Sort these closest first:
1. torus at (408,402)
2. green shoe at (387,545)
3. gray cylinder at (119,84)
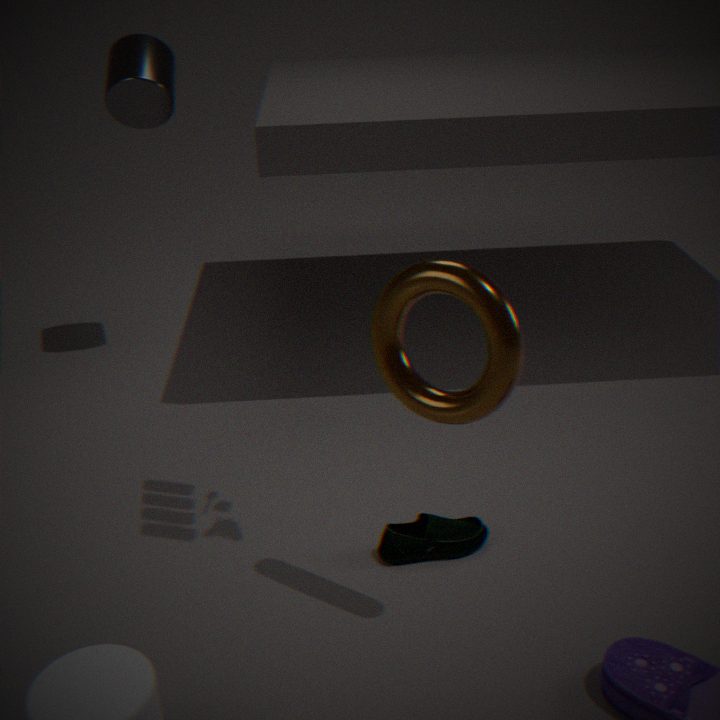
torus at (408,402) → green shoe at (387,545) → gray cylinder at (119,84)
